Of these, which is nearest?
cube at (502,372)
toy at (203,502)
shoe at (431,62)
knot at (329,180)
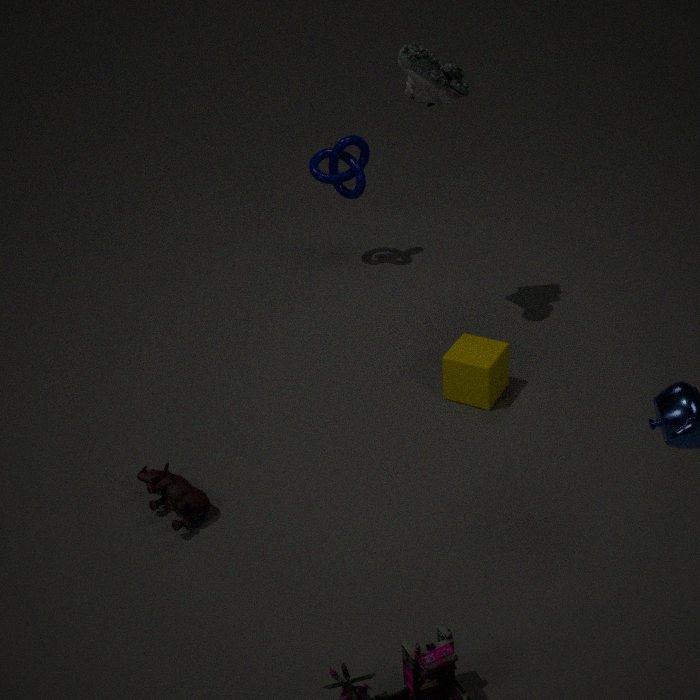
toy at (203,502)
